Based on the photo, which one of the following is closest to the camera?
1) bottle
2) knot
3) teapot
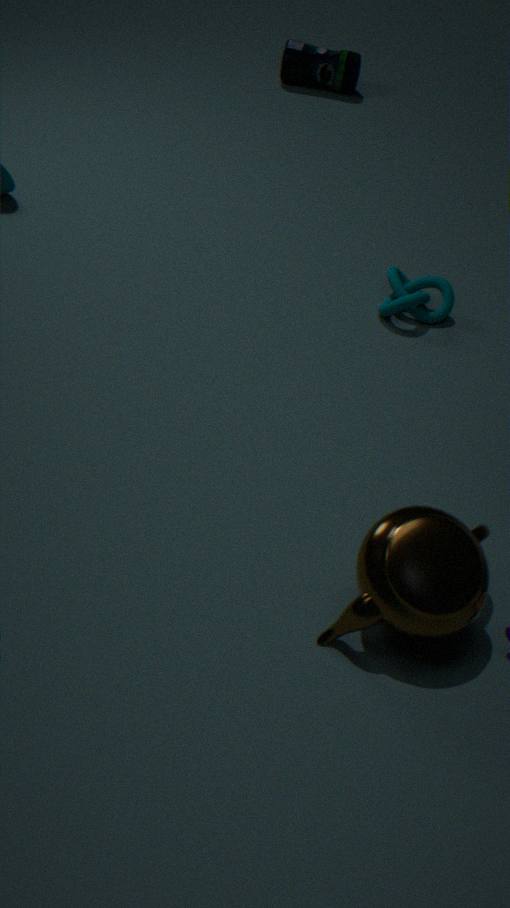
3. teapot
